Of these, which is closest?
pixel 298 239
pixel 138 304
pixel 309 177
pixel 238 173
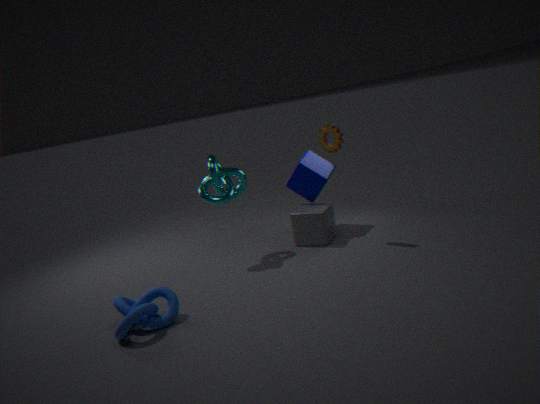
pixel 138 304
